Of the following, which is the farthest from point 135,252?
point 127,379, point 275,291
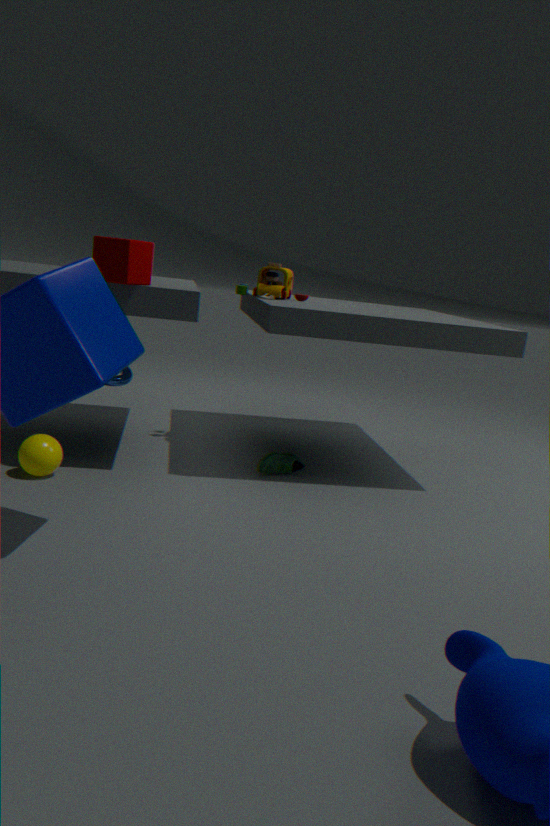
point 275,291
